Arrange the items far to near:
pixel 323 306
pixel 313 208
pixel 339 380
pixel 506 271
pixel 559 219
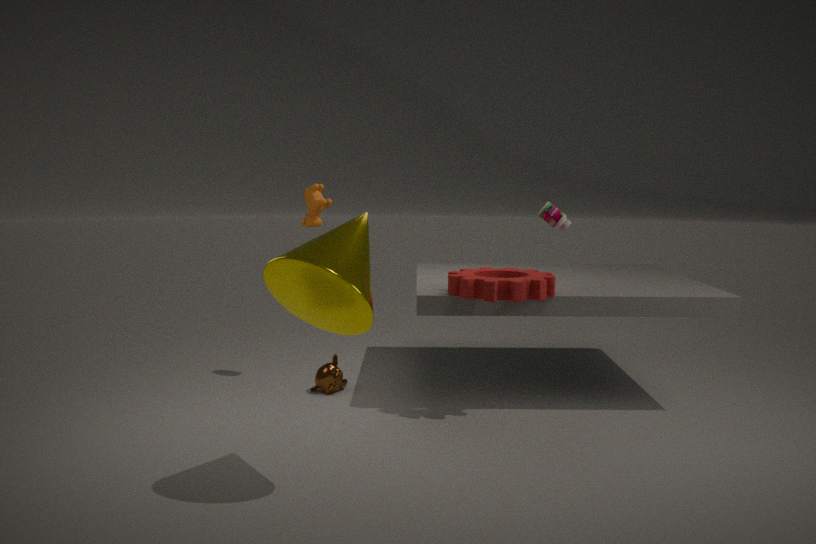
pixel 313 208 < pixel 339 380 < pixel 559 219 < pixel 506 271 < pixel 323 306
